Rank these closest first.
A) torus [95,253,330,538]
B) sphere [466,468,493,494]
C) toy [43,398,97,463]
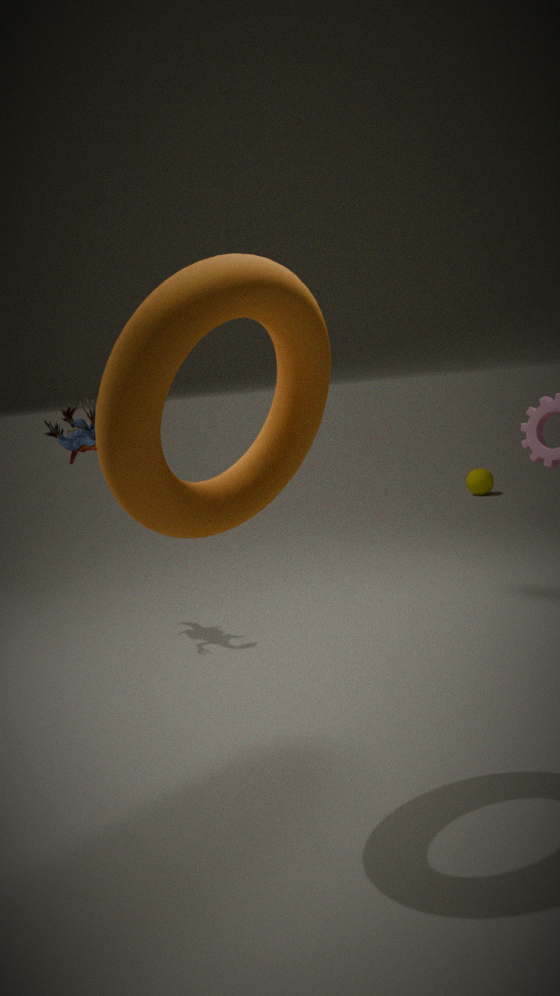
1. torus [95,253,330,538]
2. toy [43,398,97,463]
3. sphere [466,468,493,494]
